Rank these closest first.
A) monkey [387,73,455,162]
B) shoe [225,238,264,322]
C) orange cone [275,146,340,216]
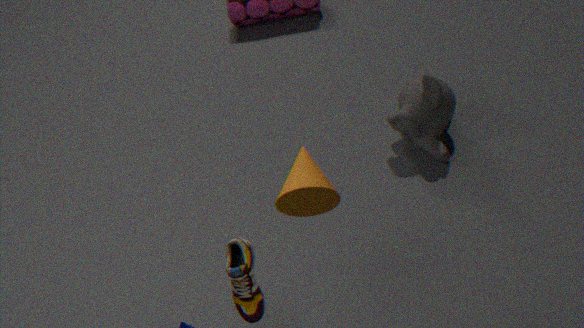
orange cone [275,146,340,216]
shoe [225,238,264,322]
monkey [387,73,455,162]
